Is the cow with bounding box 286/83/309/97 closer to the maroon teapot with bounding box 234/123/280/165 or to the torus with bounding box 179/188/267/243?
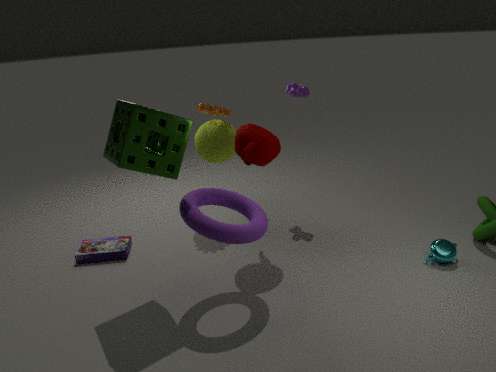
the maroon teapot with bounding box 234/123/280/165
